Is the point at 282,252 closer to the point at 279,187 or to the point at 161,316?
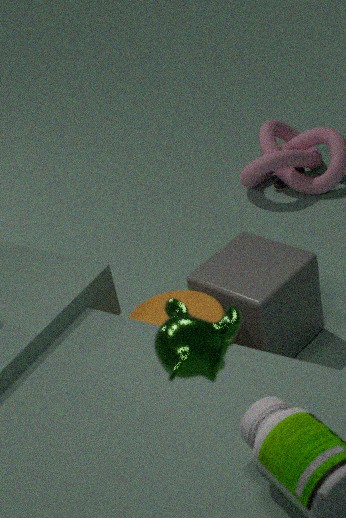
the point at 161,316
